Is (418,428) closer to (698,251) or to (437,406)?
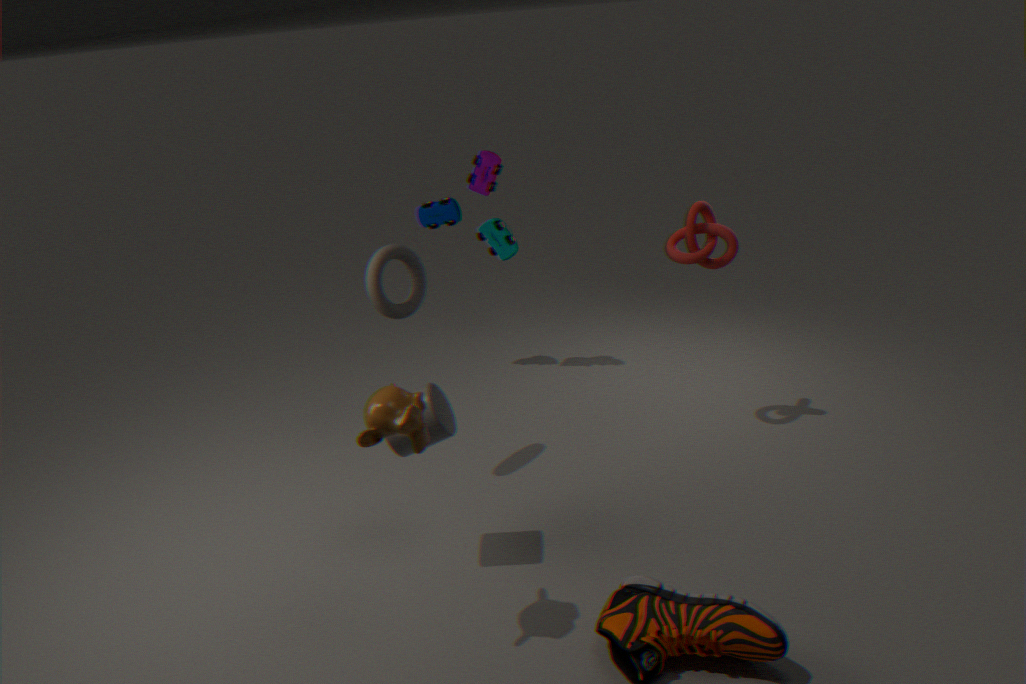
(437,406)
